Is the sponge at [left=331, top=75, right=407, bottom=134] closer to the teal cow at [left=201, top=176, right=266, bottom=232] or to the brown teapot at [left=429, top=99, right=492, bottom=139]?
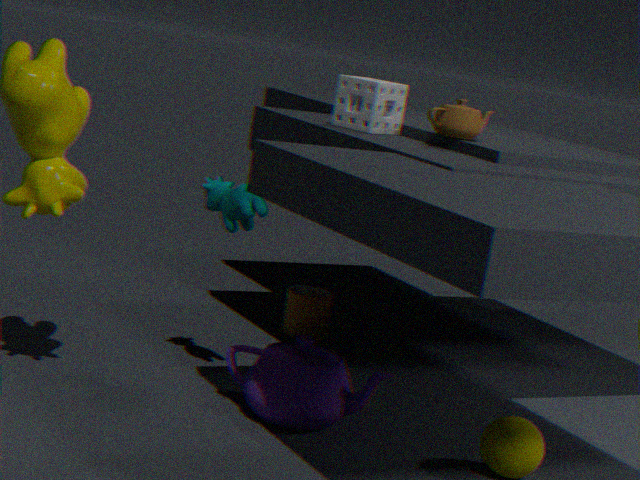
the brown teapot at [left=429, top=99, right=492, bottom=139]
